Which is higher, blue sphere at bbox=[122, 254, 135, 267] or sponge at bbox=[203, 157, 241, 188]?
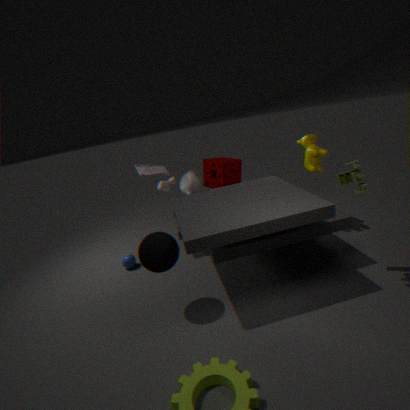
sponge at bbox=[203, 157, 241, 188]
